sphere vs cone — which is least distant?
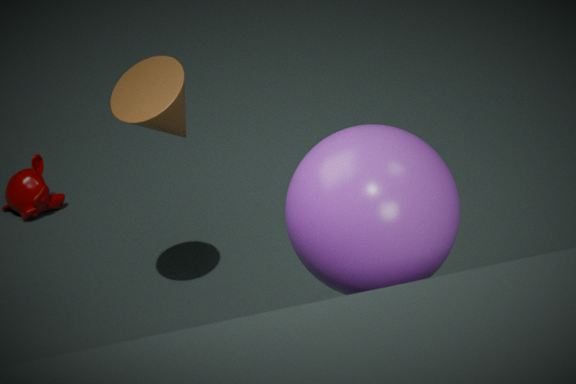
sphere
